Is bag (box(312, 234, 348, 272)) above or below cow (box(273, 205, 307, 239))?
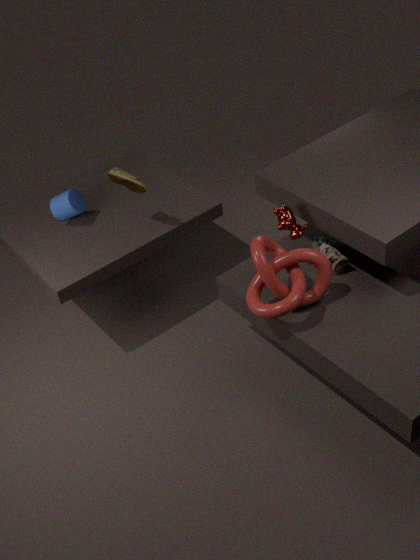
below
